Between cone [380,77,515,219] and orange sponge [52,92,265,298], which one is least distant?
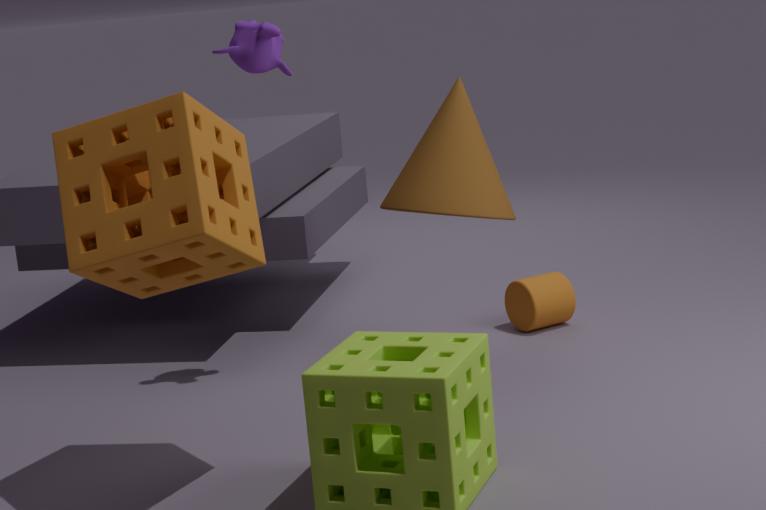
orange sponge [52,92,265,298]
